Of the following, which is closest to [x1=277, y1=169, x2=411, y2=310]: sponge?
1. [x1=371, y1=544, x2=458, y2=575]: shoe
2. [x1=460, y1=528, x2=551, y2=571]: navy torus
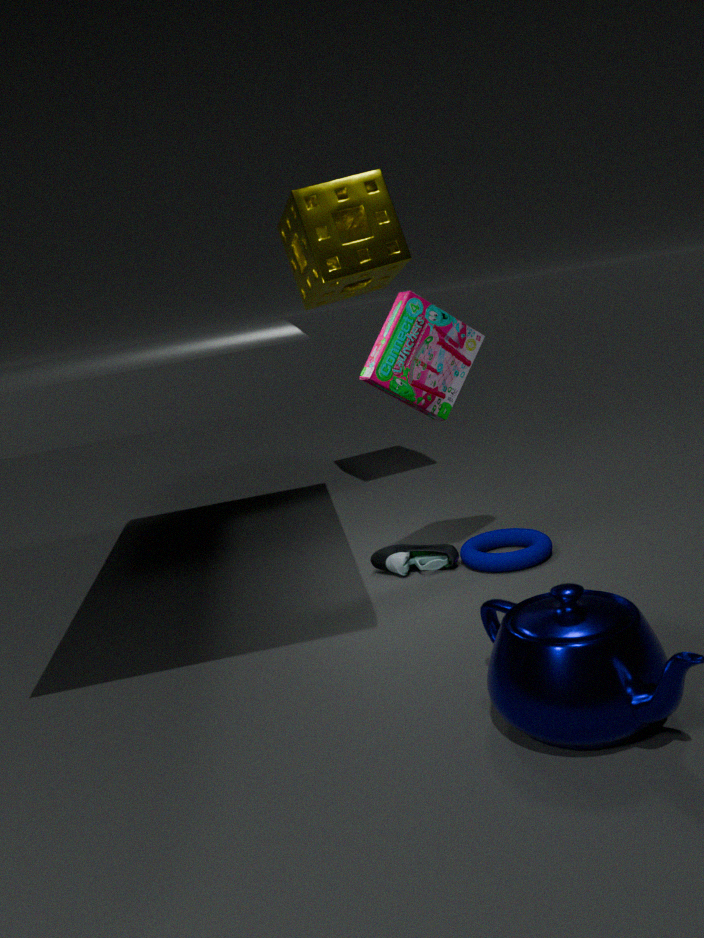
Result: [x1=371, y1=544, x2=458, y2=575]: shoe
